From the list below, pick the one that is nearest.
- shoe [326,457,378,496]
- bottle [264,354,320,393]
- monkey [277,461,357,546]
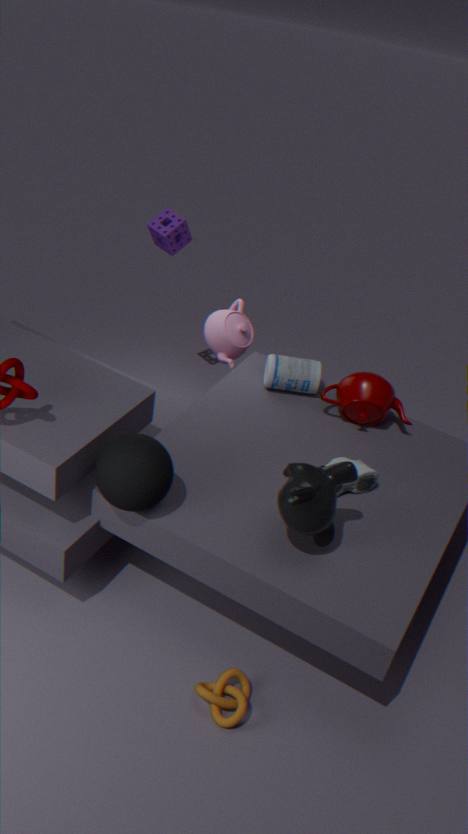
monkey [277,461,357,546]
